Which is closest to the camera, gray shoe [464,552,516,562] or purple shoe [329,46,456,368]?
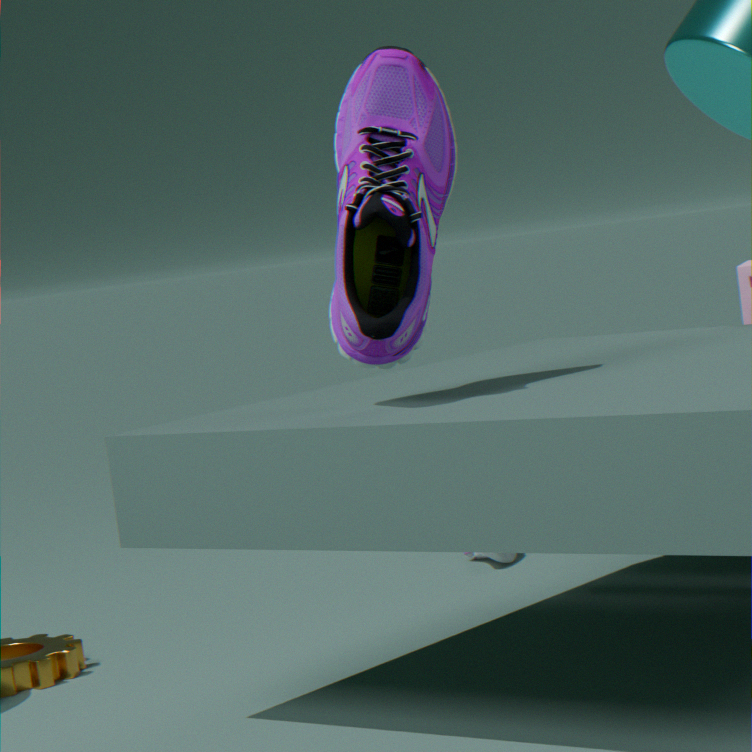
purple shoe [329,46,456,368]
